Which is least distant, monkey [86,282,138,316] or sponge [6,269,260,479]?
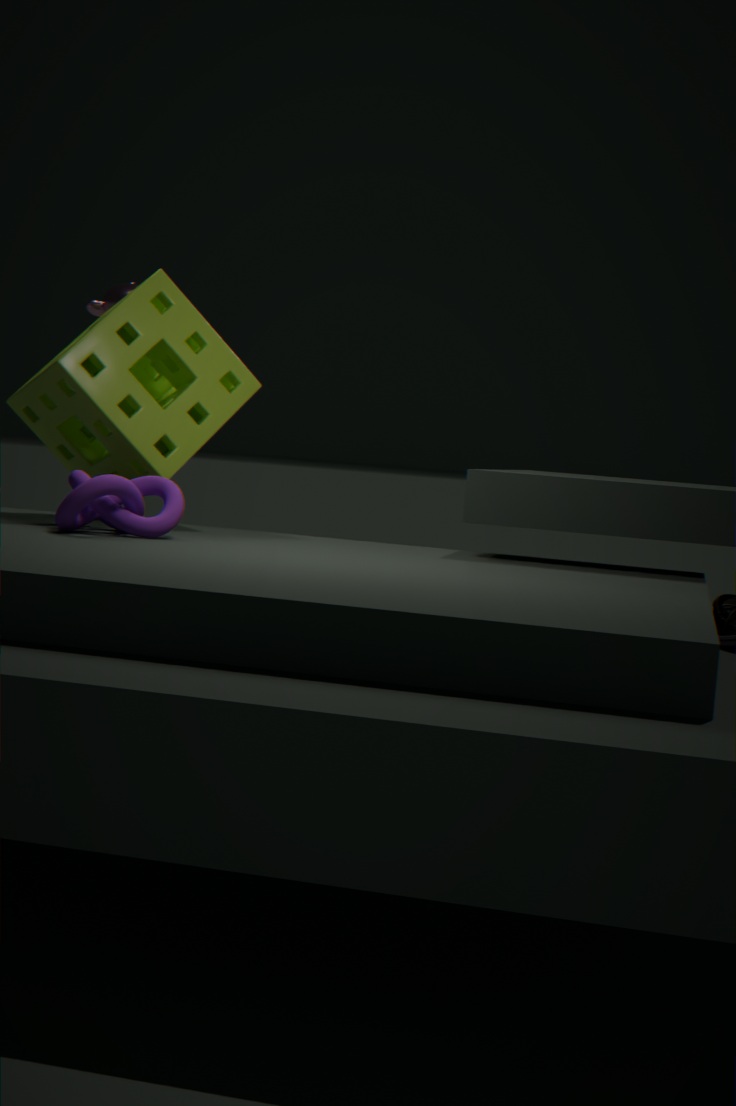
sponge [6,269,260,479]
